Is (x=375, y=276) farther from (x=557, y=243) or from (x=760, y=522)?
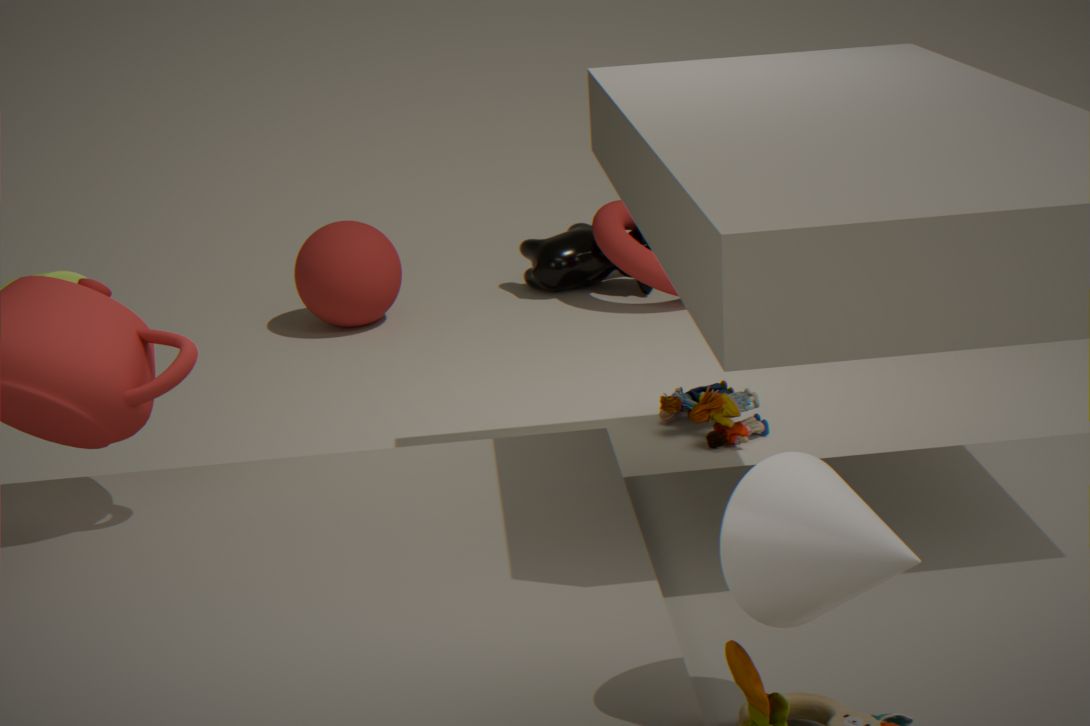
(x=760, y=522)
